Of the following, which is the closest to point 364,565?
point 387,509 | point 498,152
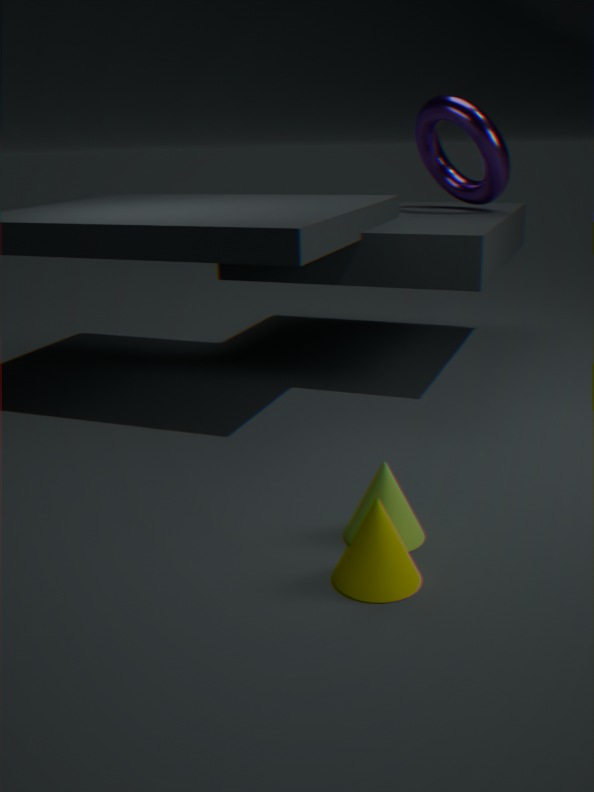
point 387,509
